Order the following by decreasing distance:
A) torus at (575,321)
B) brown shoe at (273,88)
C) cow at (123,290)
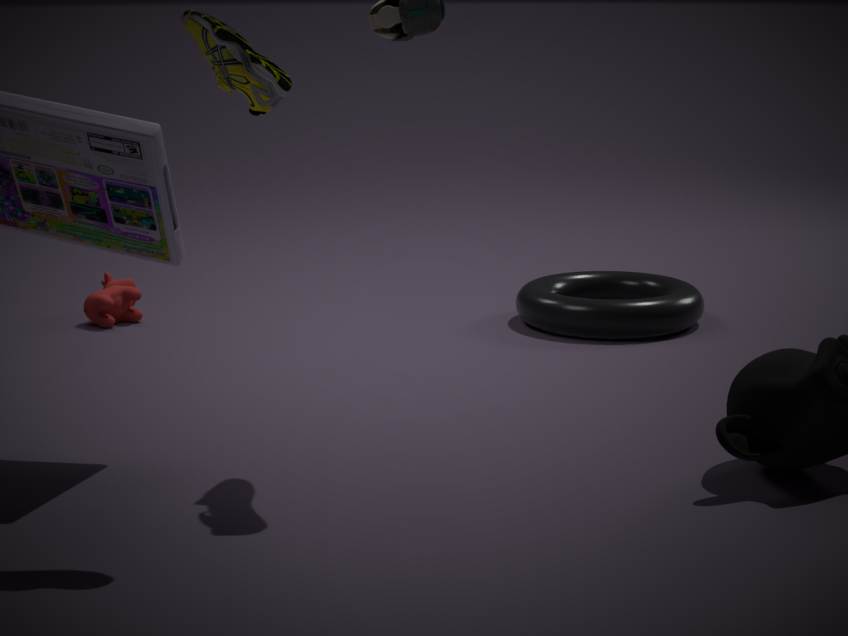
cow at (123,290)
torus at (575,321)
brown shoe at (273,88)
